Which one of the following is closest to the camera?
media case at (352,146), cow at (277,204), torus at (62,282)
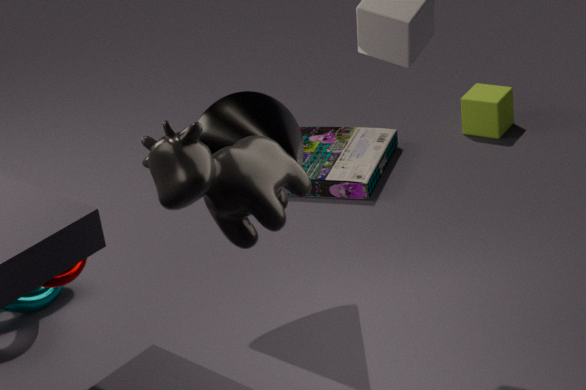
cow at (277,204)
